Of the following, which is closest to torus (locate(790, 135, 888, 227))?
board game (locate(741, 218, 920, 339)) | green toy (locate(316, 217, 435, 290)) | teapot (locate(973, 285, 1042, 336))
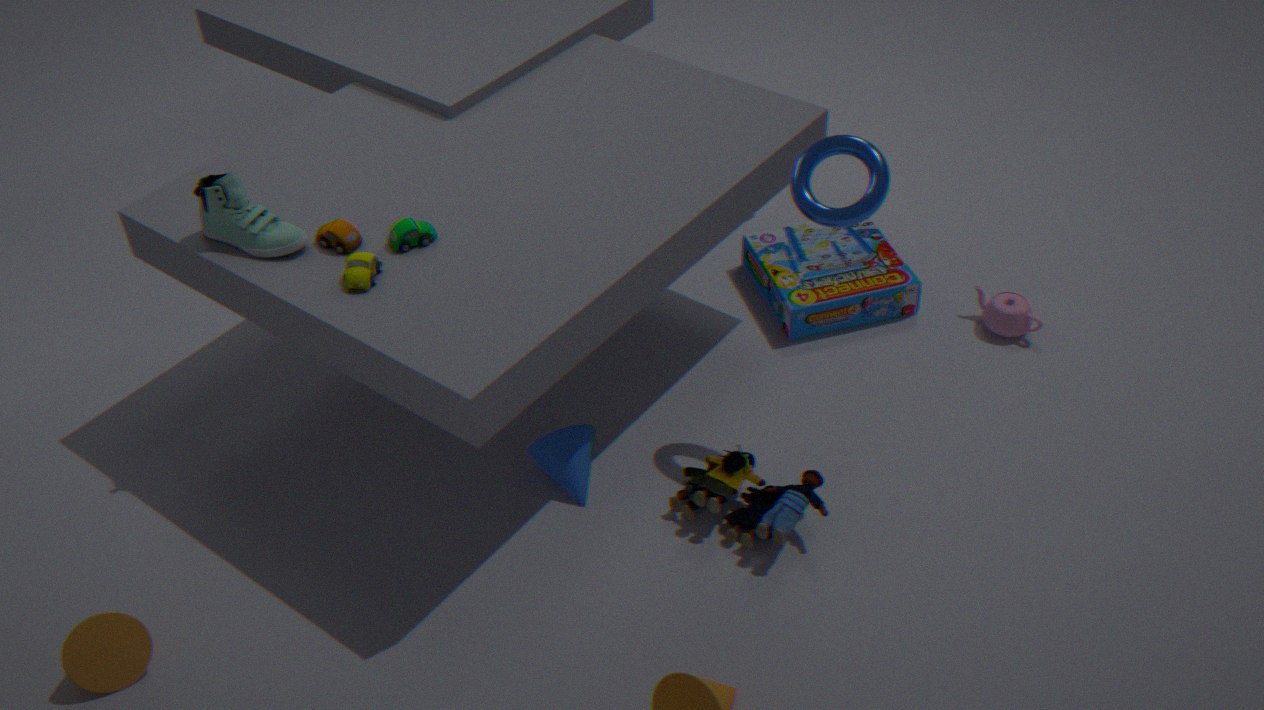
board game (locate(741, 218, 920, 339))
